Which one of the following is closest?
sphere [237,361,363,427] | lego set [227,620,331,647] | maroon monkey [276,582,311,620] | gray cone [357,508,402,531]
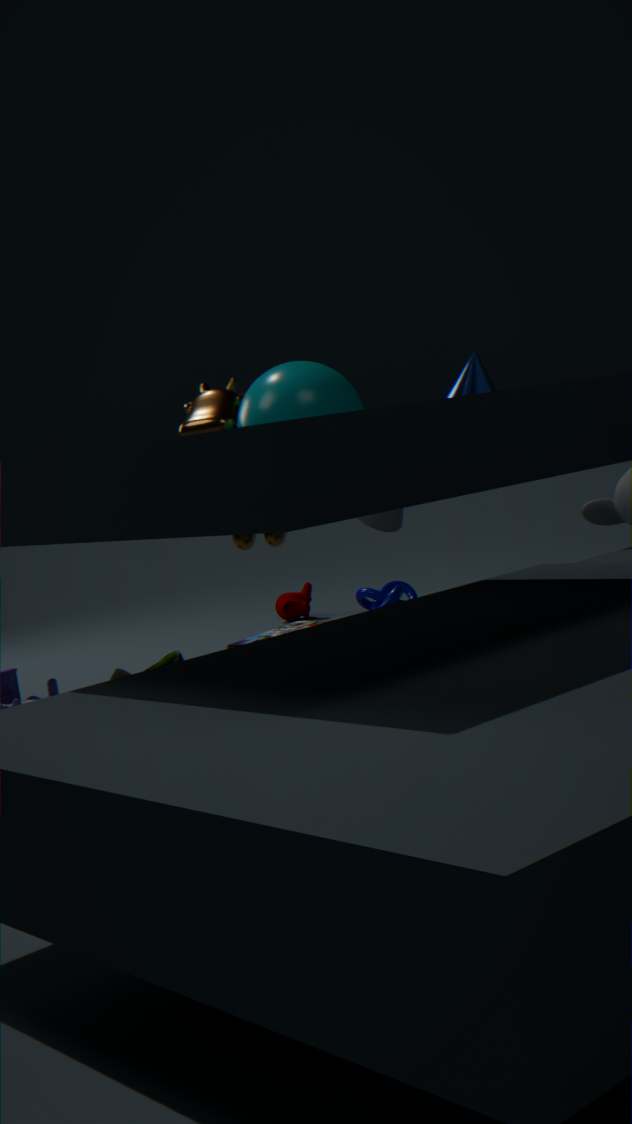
sphere [237,361,363,427]
